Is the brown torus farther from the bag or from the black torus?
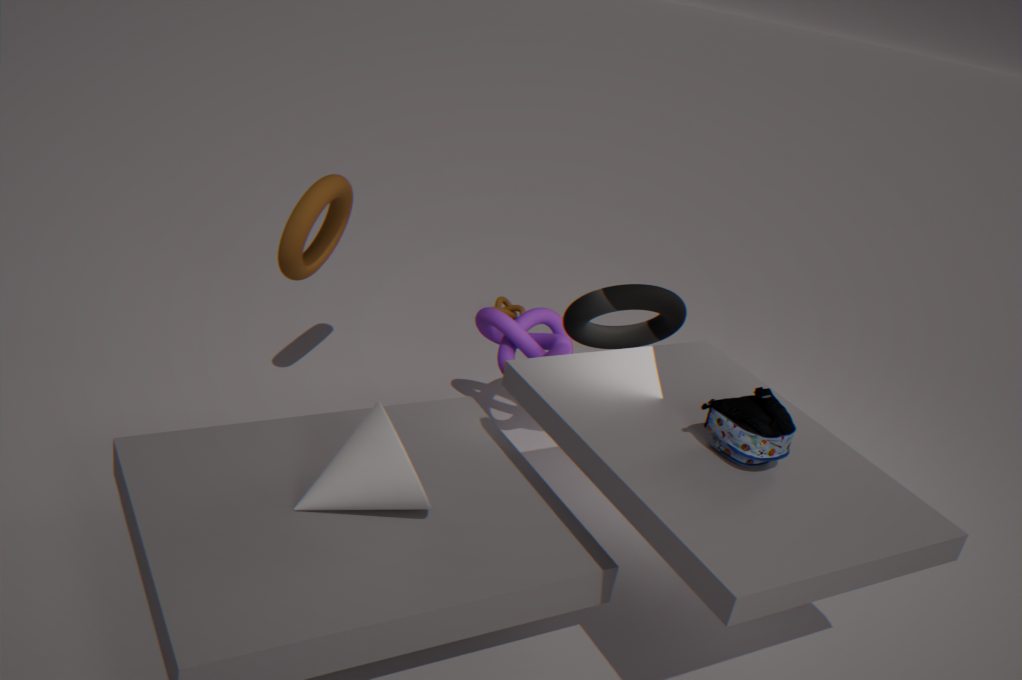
the bag
